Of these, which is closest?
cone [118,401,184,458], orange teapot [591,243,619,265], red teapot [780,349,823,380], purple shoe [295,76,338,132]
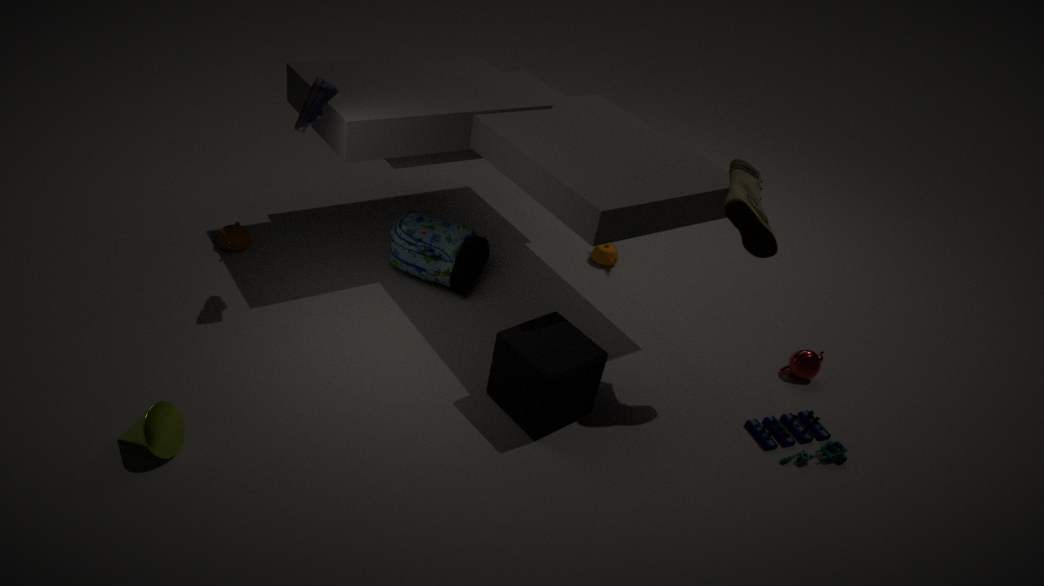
cone [118,401,184,458]
